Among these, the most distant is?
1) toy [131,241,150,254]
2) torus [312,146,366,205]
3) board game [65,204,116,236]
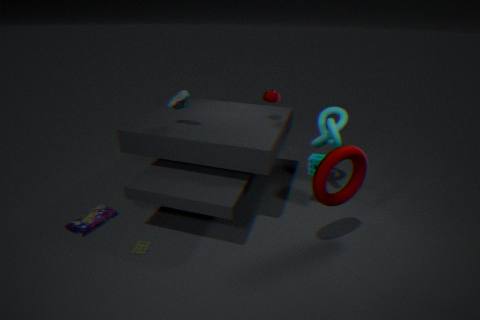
3. board game [65,204,116,236]
